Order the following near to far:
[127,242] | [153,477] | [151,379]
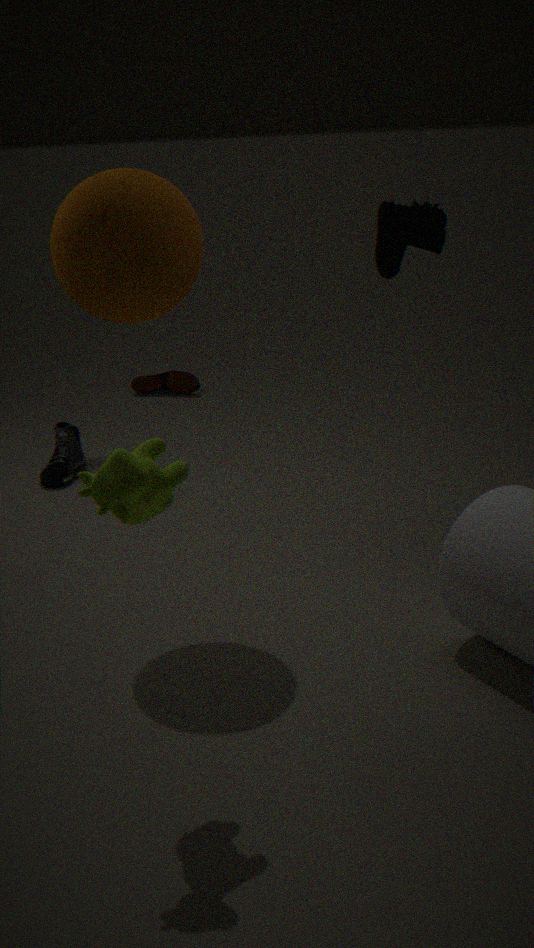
1. [153,477]
2. [127,242]
3. [151,379]
